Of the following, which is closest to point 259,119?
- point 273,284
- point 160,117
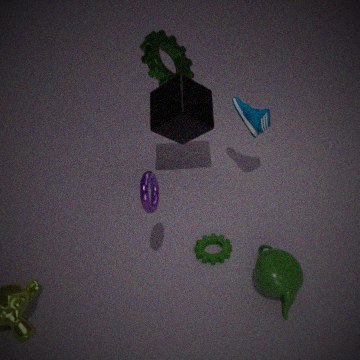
point 160,117
